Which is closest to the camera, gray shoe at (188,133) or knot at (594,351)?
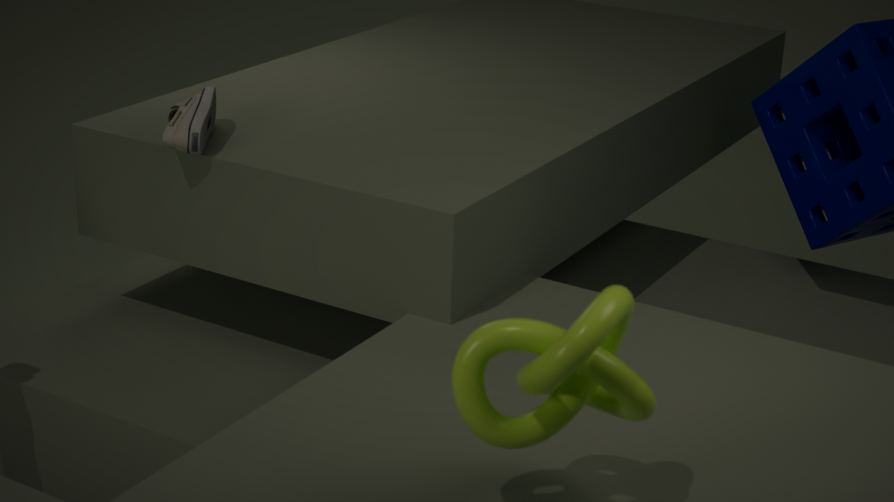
knot at (594,351)
